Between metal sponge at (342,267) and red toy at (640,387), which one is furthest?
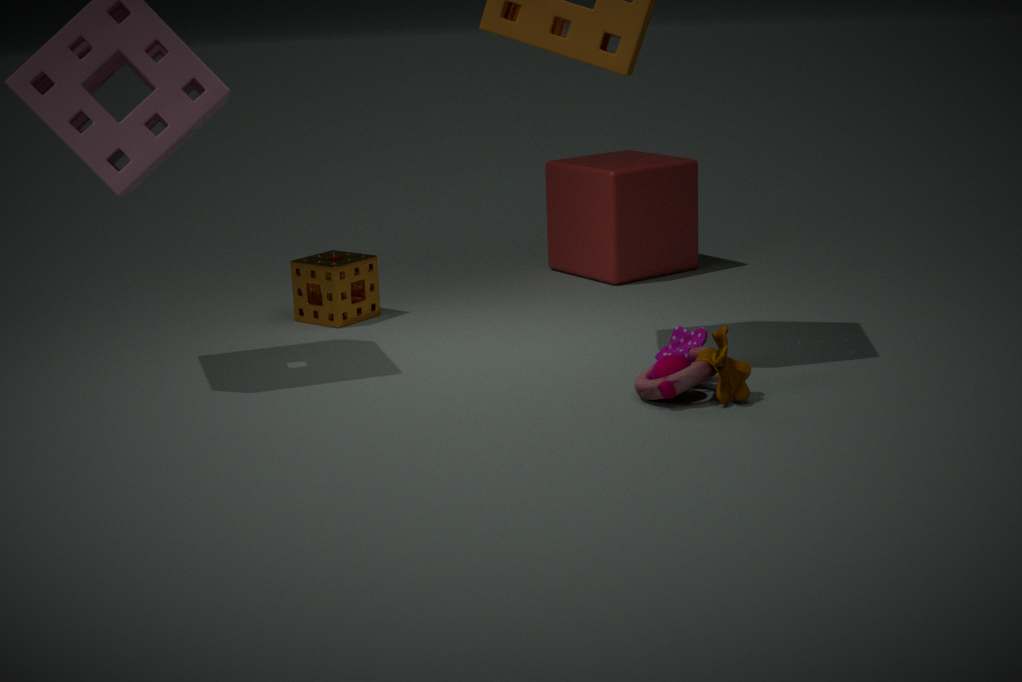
metal sponge at (342,267)
